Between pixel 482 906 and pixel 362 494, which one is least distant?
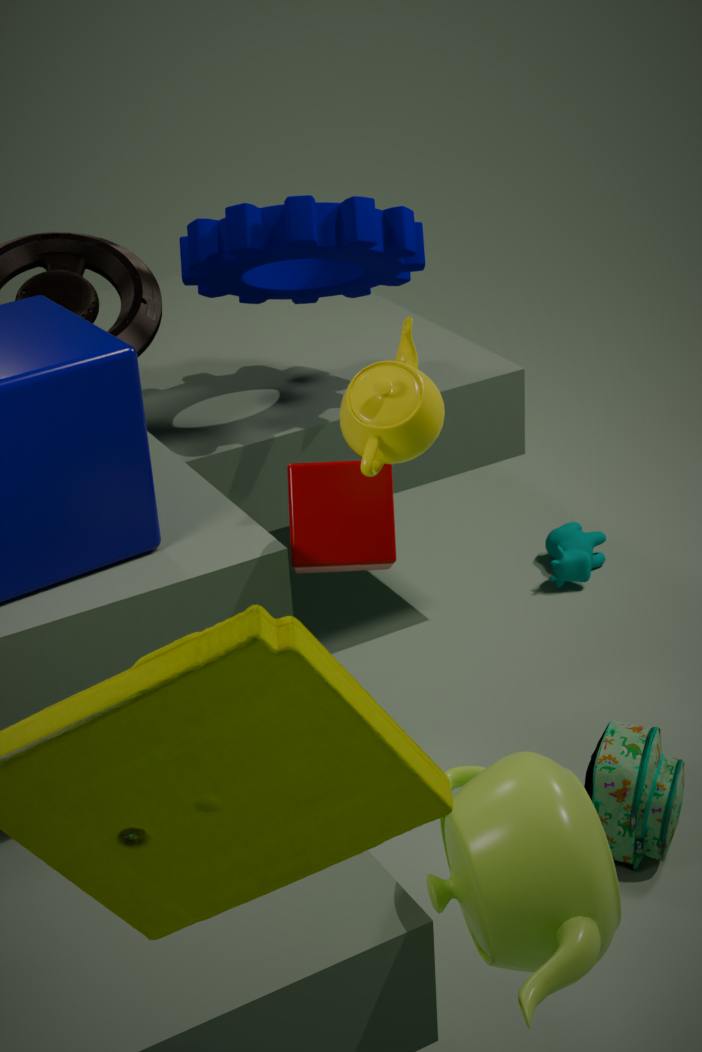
pixel 482 906
